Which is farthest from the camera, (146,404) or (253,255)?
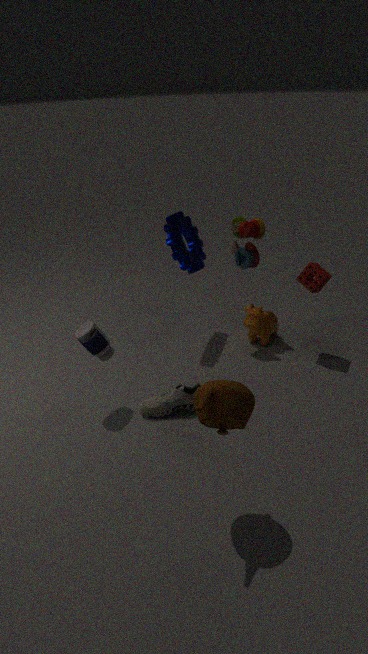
(253,255)
